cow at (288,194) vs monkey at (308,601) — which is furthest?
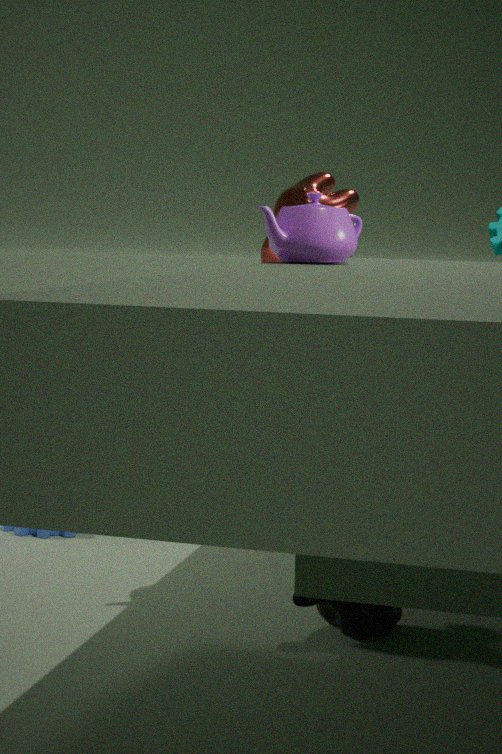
cow at (288,194)
